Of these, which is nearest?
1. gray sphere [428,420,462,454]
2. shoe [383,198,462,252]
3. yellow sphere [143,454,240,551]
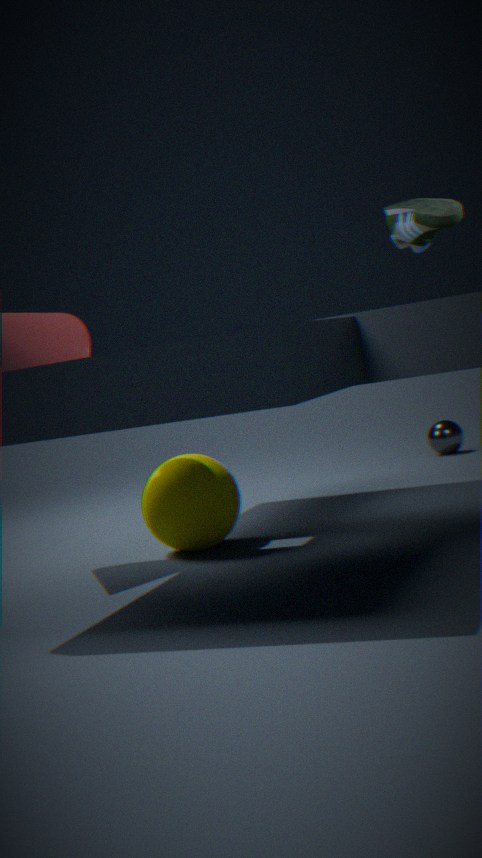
yellow sphere [143,454,240,551]
